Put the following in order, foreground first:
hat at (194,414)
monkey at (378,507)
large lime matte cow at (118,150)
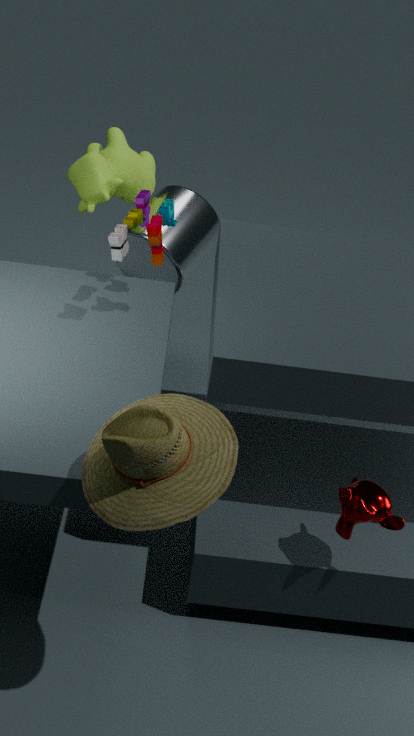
hat at (194,414) → monkey at (378,507) → large lime matte cow at (118,150)
